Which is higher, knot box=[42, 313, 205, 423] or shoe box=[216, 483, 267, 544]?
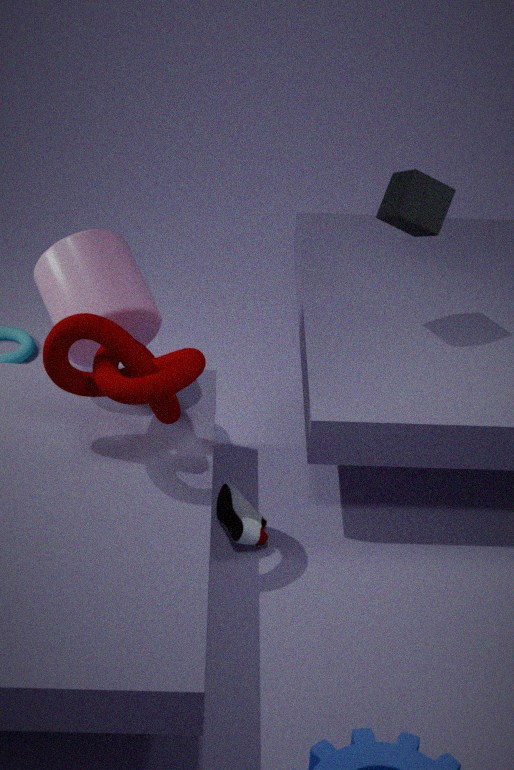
knot box=[42, 313, 205, 423]
